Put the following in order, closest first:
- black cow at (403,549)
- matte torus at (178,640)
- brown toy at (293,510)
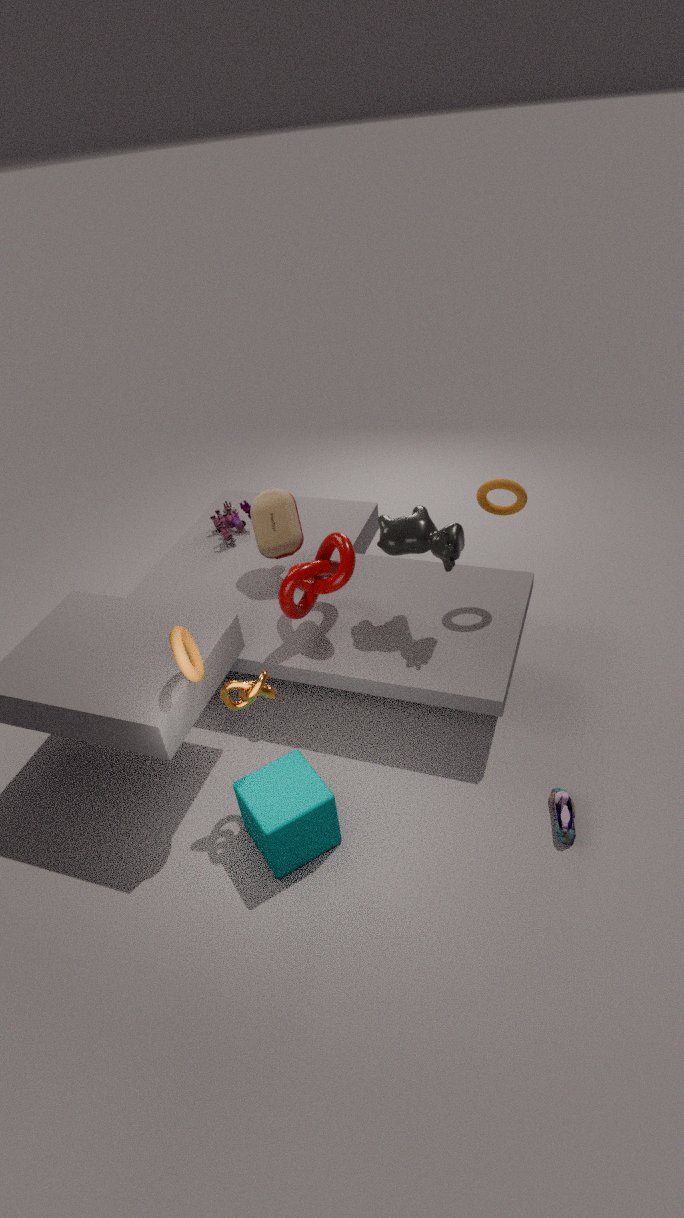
matte torus at (178,640) → black cow at (403,549) → brown toy at (293,510)
